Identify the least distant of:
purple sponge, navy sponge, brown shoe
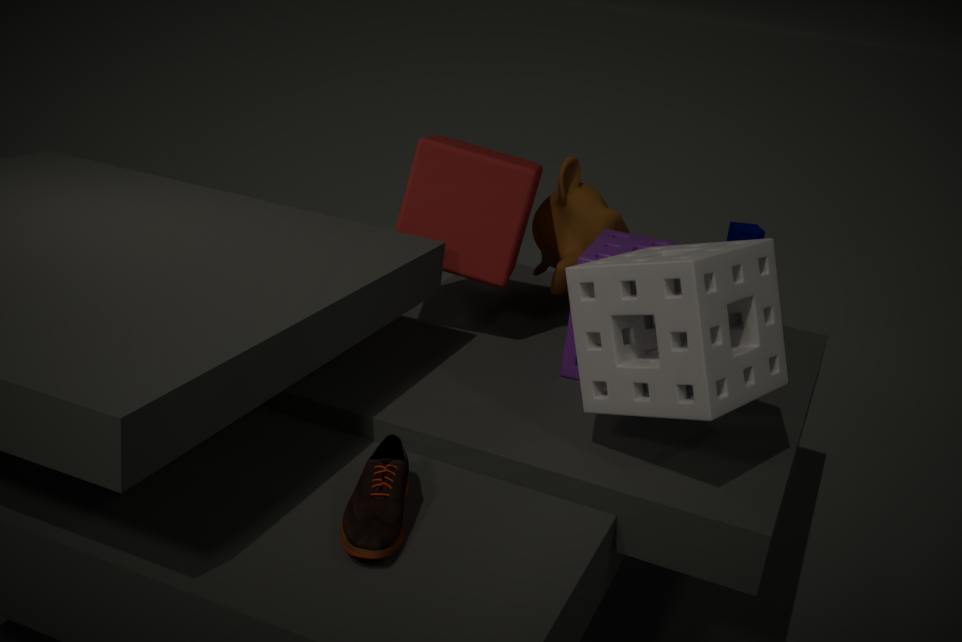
brown shoe
